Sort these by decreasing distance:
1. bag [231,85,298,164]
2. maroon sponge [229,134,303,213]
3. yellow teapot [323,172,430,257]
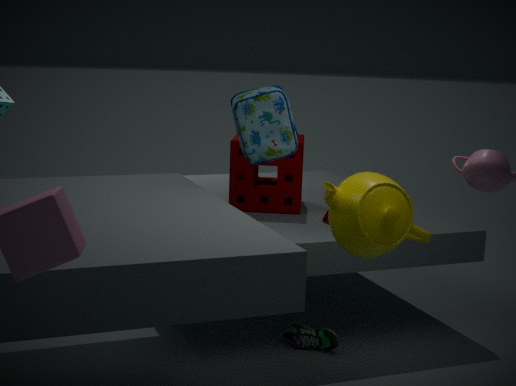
maroon sponge [229,134,303,213] → bag [231,85,298,164] → yellow teapot [323,172,430,257]
